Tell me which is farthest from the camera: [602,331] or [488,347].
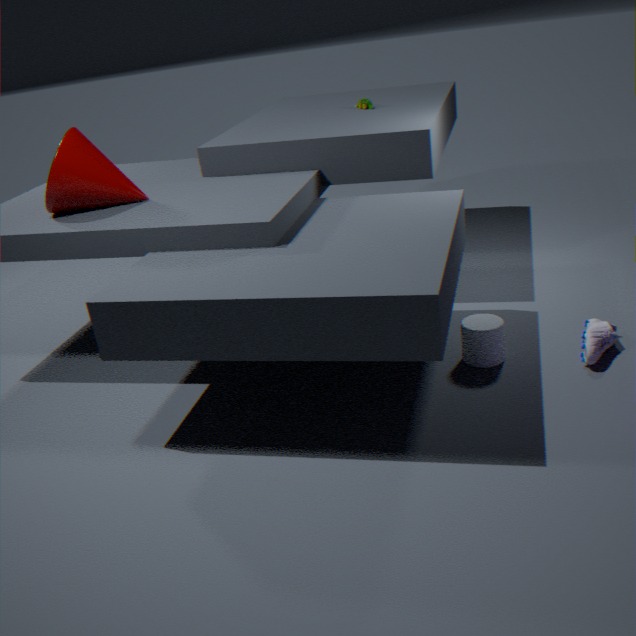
[602,331]
